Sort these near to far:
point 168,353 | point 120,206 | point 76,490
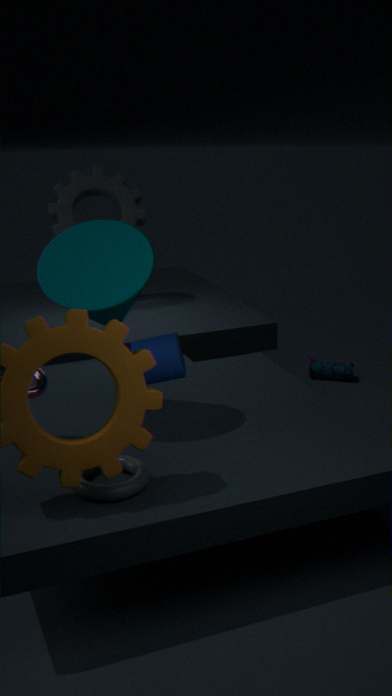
point 76,490 → point 168,353 → point 120,206
